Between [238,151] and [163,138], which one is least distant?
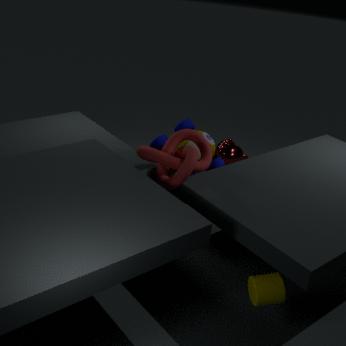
[163,138]
